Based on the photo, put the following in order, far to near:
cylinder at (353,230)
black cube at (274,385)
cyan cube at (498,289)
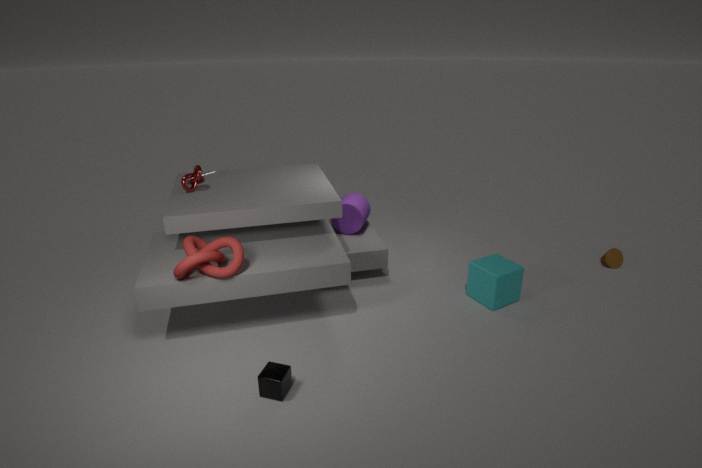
cylinder at (353,230) → cyan cube at (498,289) → black cube at (274,385)
